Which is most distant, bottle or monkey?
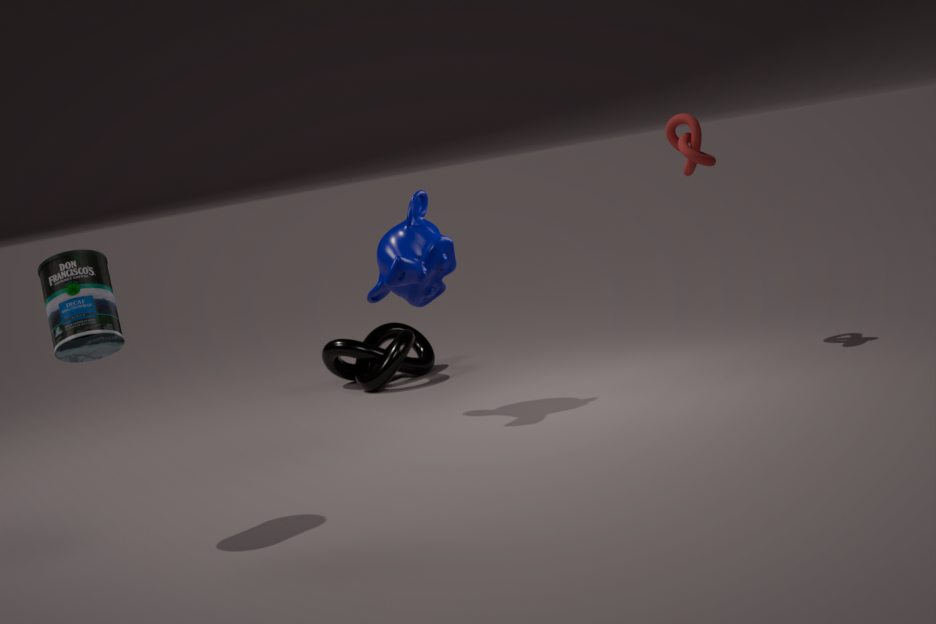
monkey
